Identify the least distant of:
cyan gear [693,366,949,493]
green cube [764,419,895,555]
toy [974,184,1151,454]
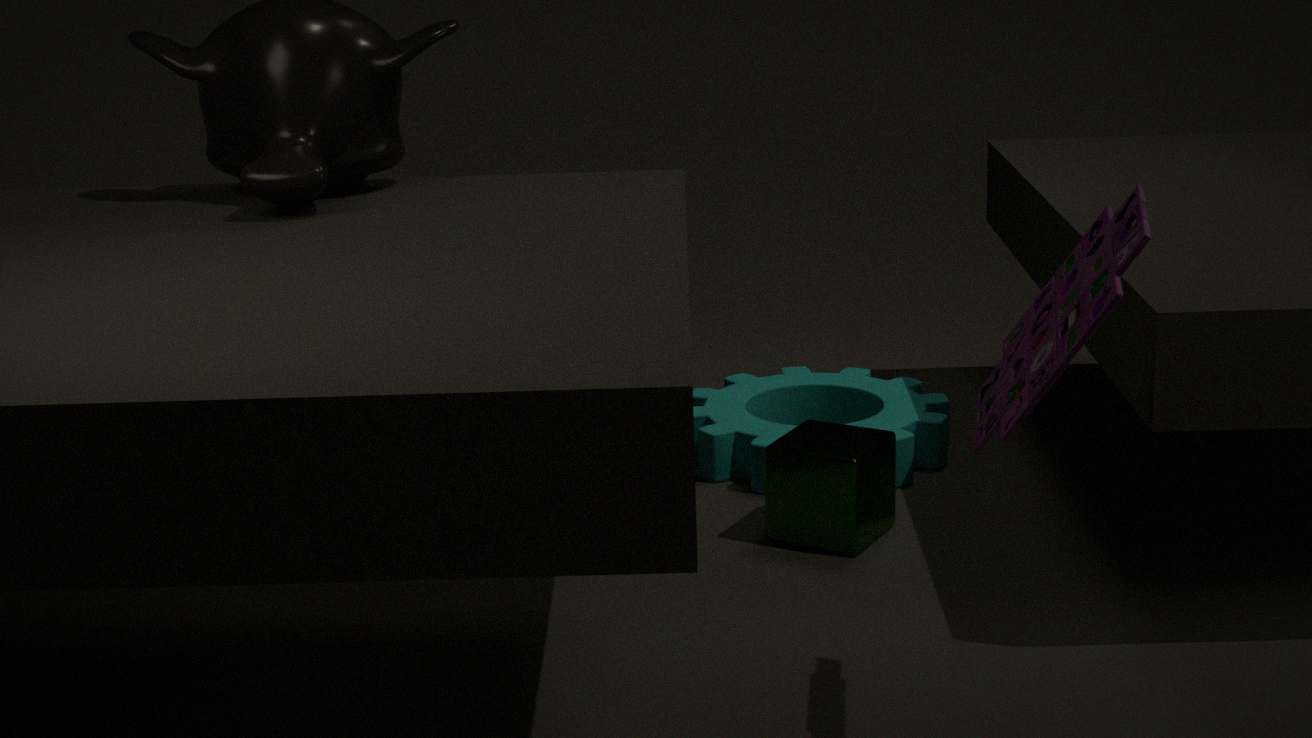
toy [974,184,1151,454]
